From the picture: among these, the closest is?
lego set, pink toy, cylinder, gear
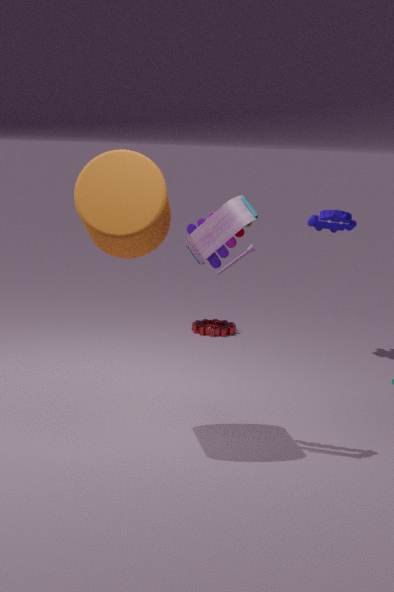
cylinder
